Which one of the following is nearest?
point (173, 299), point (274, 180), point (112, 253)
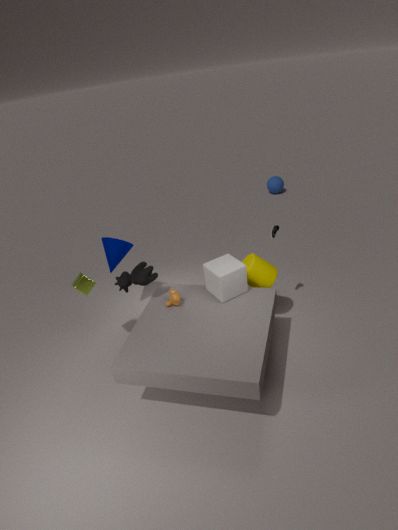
point (173, 299)
